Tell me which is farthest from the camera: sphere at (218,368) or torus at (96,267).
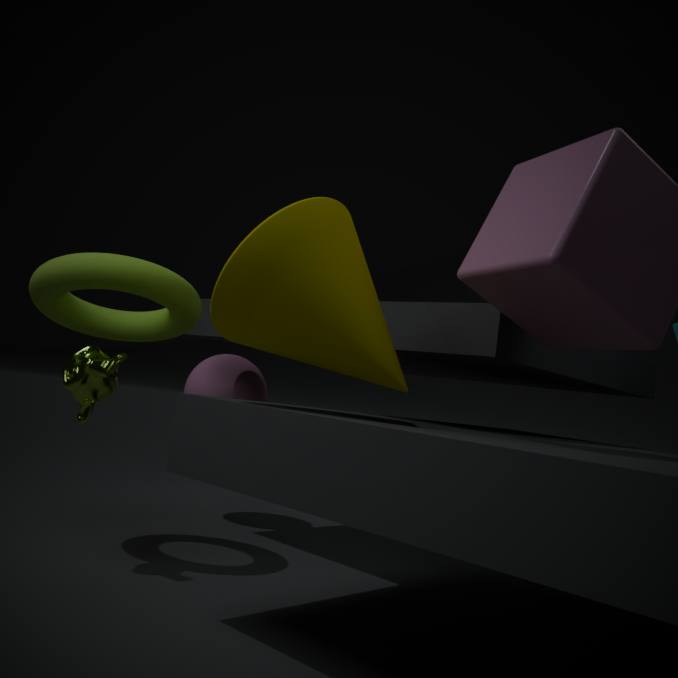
sphere at (218,368)
